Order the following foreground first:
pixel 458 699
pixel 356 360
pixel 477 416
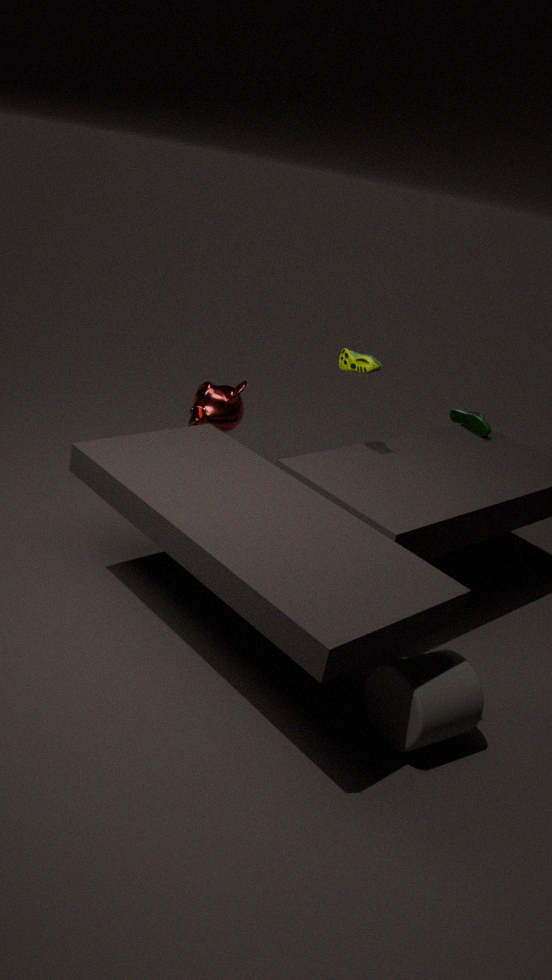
1. pixel 458 699
2. pixel 356 360
3. pixel 477 416
